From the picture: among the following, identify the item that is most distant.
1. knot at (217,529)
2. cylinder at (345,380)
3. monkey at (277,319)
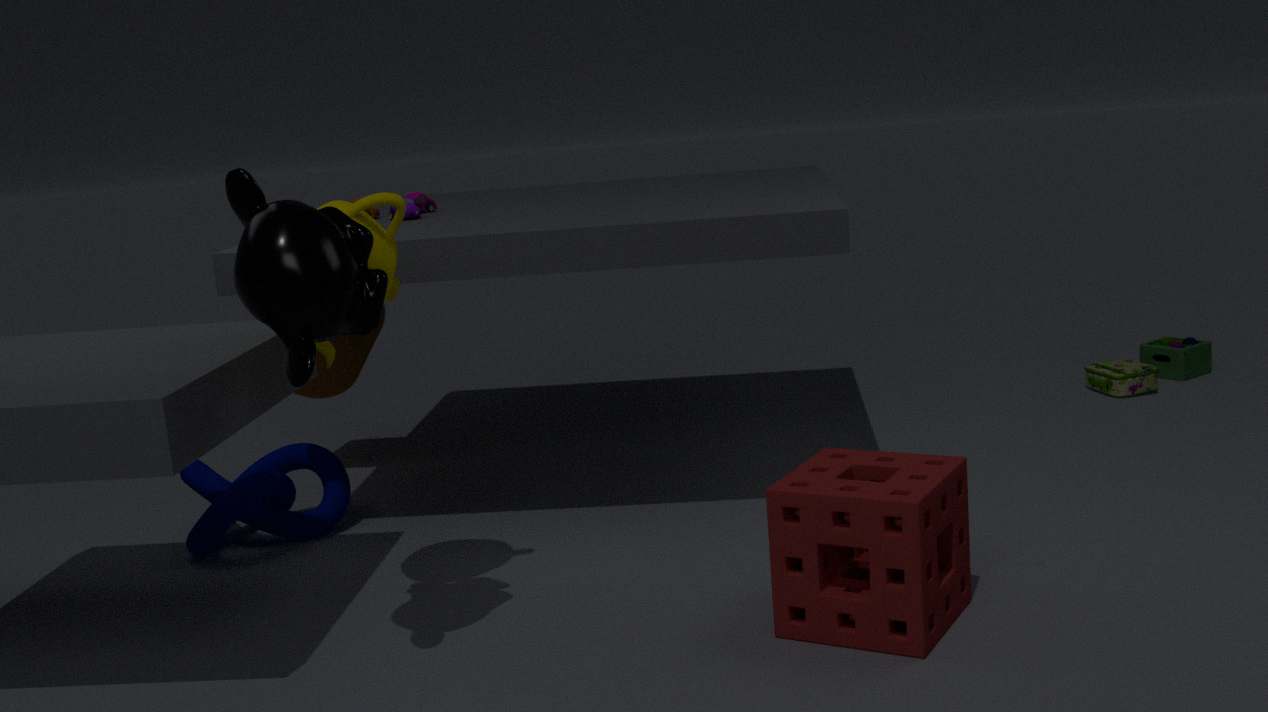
cylinder at (345,380)
